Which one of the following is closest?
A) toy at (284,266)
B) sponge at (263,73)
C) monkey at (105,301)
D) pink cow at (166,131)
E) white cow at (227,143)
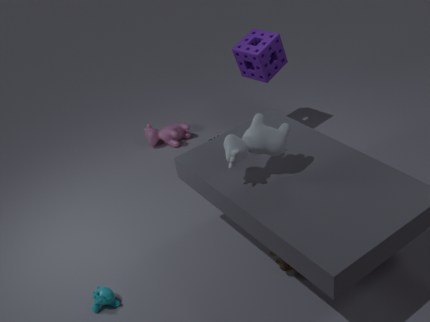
white cow at (227,143)
